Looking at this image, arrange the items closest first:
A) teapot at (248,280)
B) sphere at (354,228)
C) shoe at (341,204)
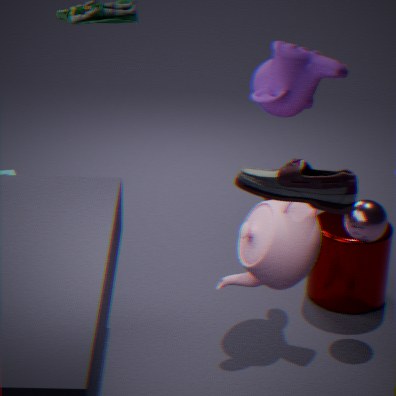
shoe at (341,204) < teapot at (248,280) < sphere at (354,228)
